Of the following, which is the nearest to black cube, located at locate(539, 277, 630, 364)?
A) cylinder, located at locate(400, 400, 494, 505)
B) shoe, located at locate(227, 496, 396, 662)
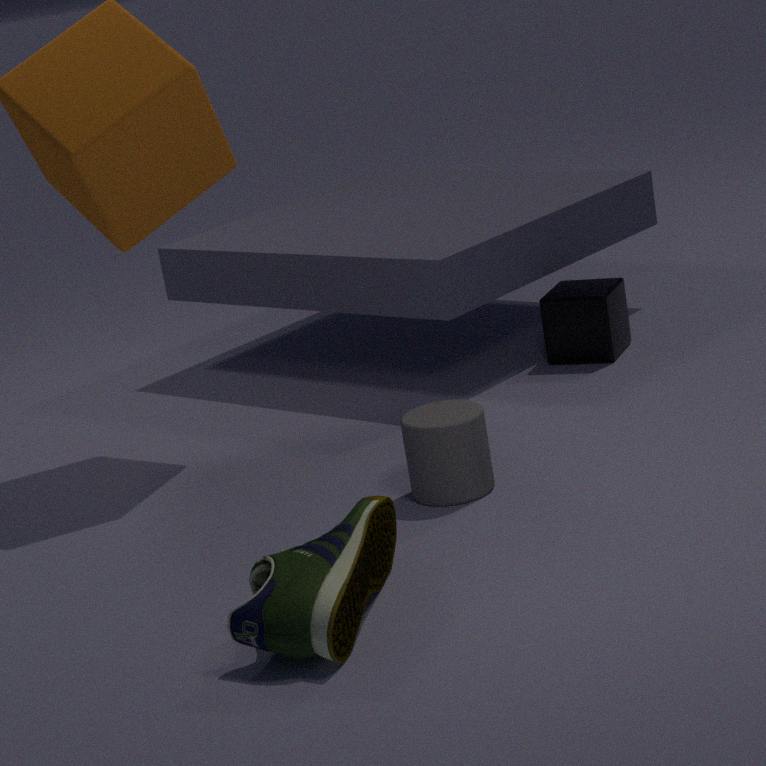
cylinder, located at locate(400, 400, 494, 505)
